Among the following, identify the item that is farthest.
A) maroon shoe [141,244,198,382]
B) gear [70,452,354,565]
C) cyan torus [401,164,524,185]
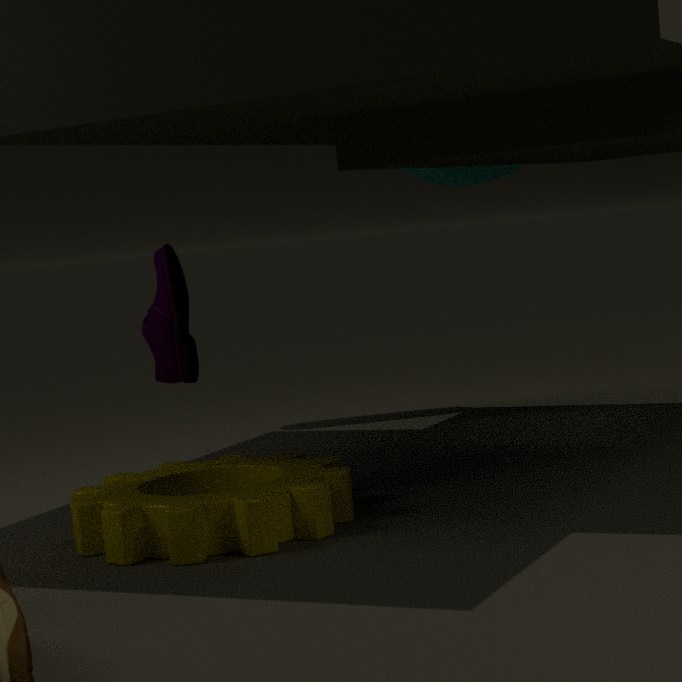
cyan torus [401,164,524,185]
